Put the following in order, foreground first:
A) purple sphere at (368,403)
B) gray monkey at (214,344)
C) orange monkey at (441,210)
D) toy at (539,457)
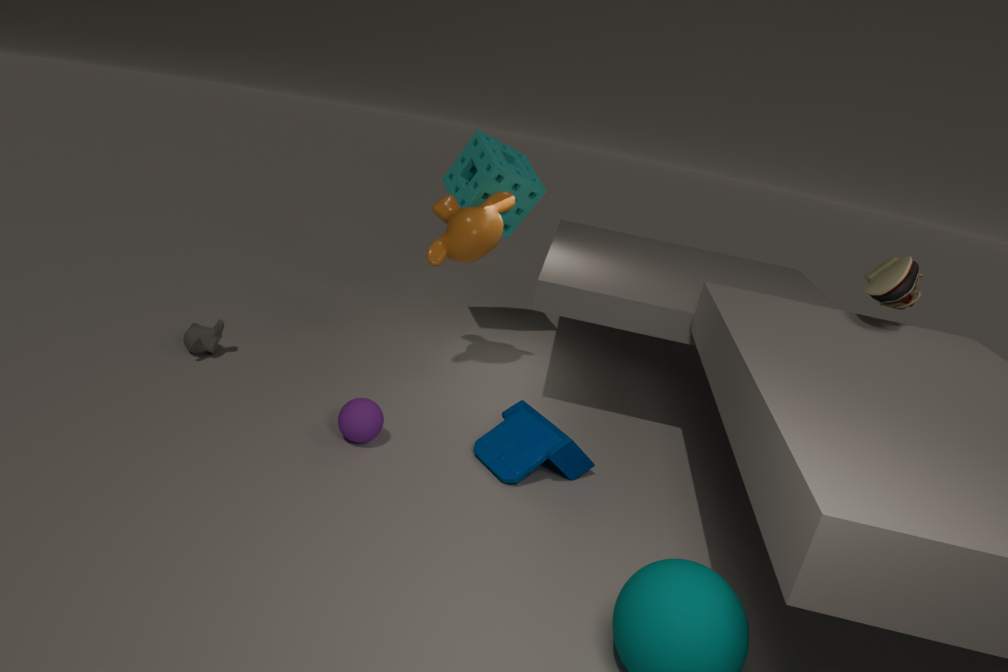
purple sphere at (368,403) → toy at (539,457) → gray monkey at (214,344) → orange monkey at (441,210)
